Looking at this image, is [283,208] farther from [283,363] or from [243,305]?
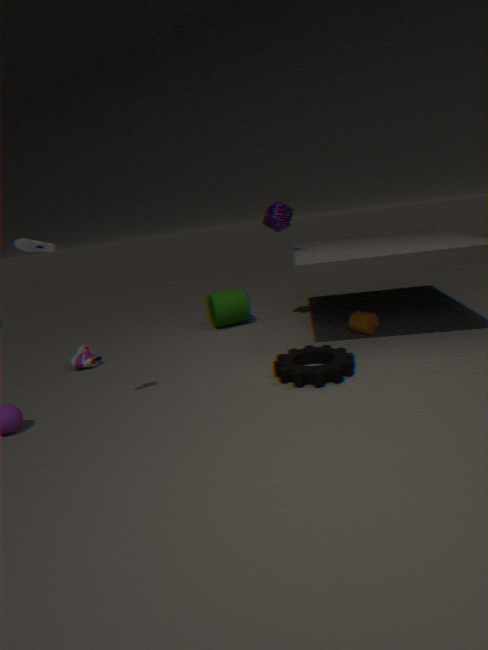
[283,363]
